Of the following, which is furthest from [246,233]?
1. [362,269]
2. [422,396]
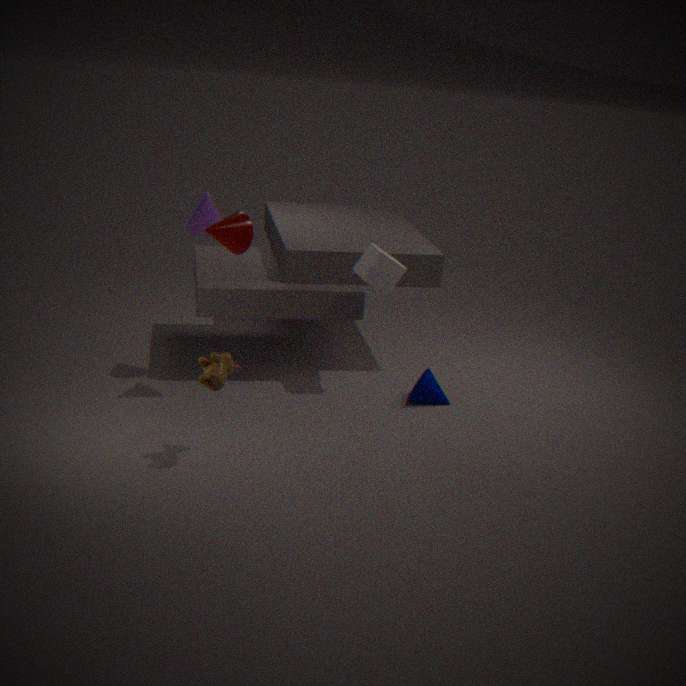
[422,396]
